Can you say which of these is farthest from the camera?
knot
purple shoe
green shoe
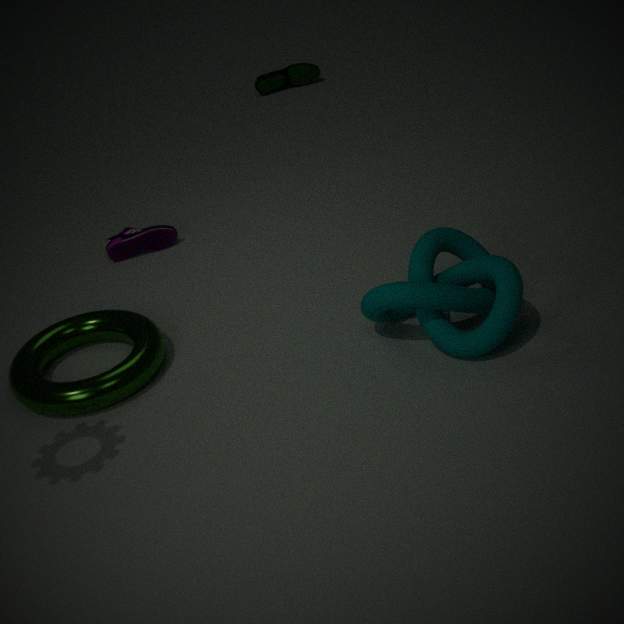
green shoe
